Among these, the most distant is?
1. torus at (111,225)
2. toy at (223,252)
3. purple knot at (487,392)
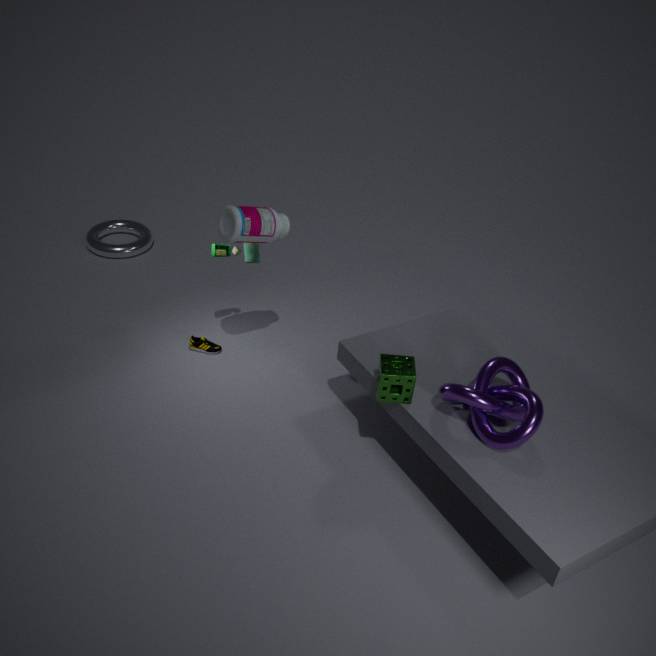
torus at (111,225)
